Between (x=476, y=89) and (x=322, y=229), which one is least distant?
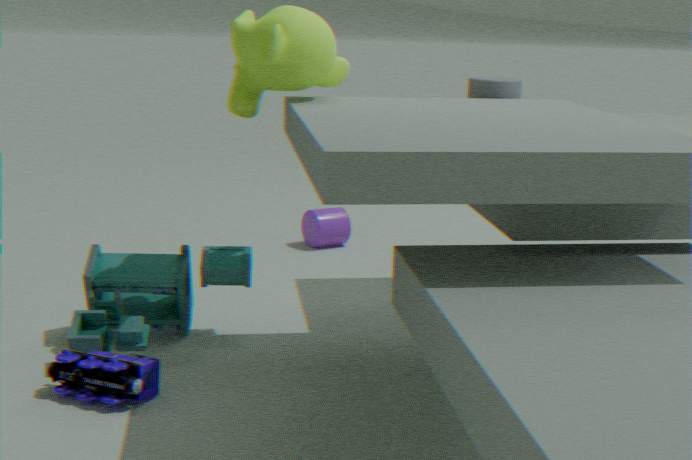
(x=476, y=89)
